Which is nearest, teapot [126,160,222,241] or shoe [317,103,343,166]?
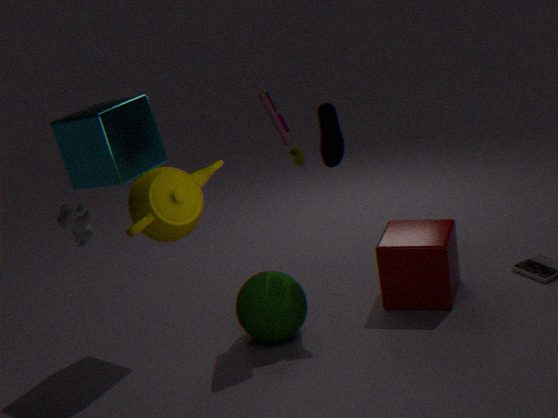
teapot [126,160,222,241]
